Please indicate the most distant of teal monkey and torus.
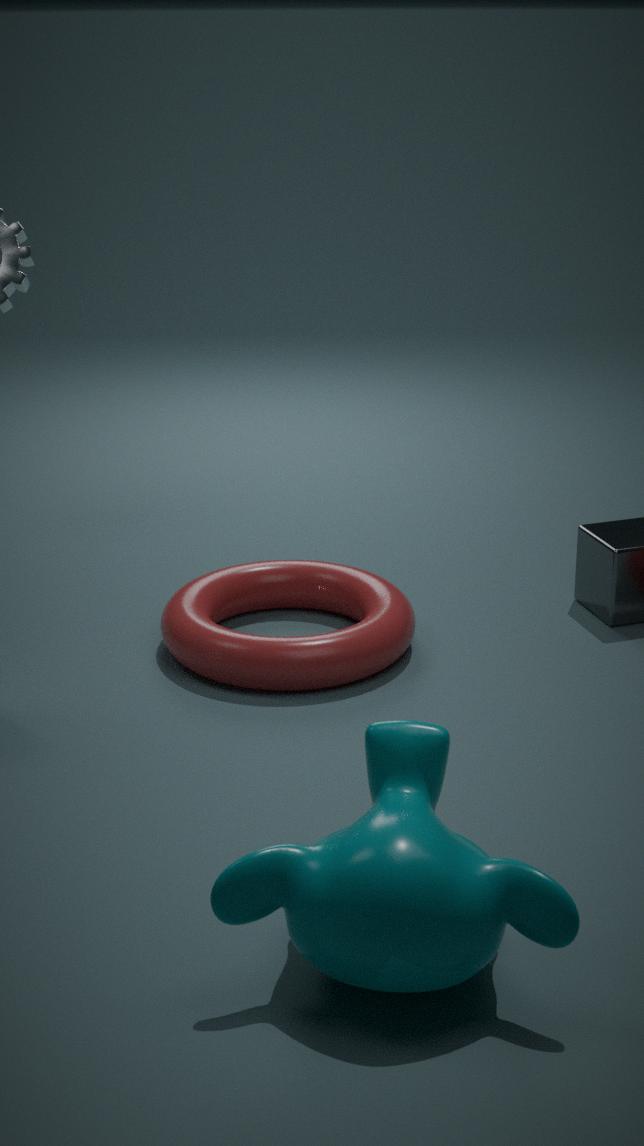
torus
